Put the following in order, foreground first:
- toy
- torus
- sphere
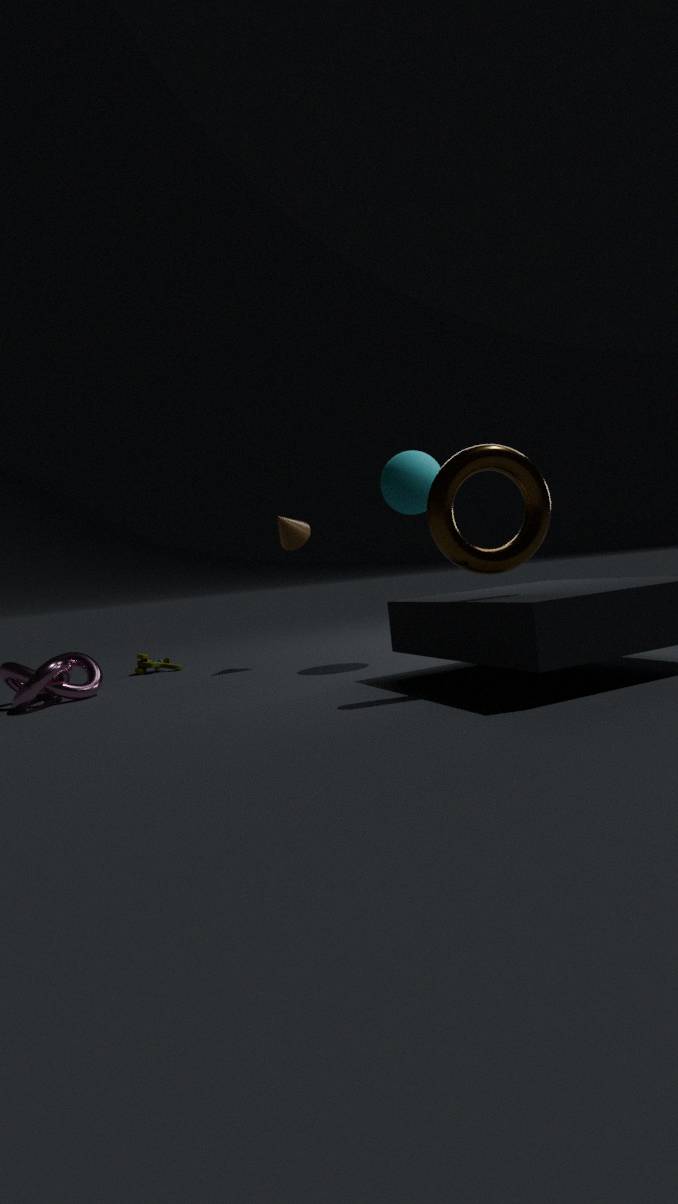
torus → sphere → toy
